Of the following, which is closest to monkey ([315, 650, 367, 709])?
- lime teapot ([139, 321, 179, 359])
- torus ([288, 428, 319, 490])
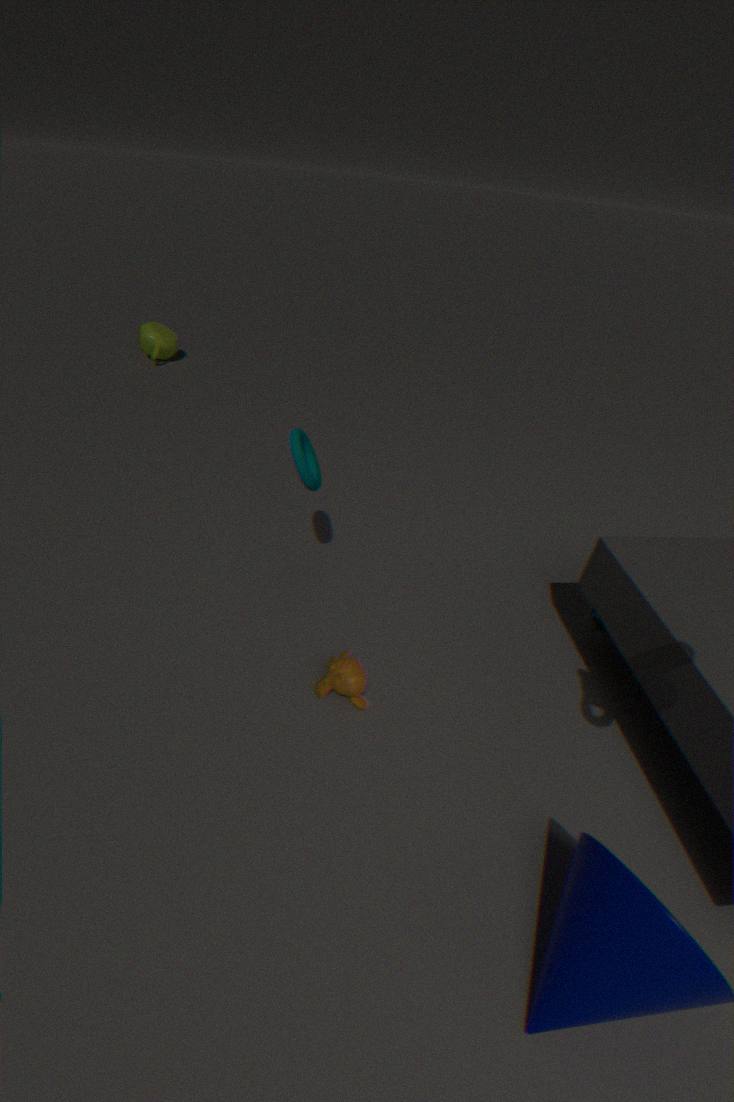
torus ([288, 428, 319, 490])
